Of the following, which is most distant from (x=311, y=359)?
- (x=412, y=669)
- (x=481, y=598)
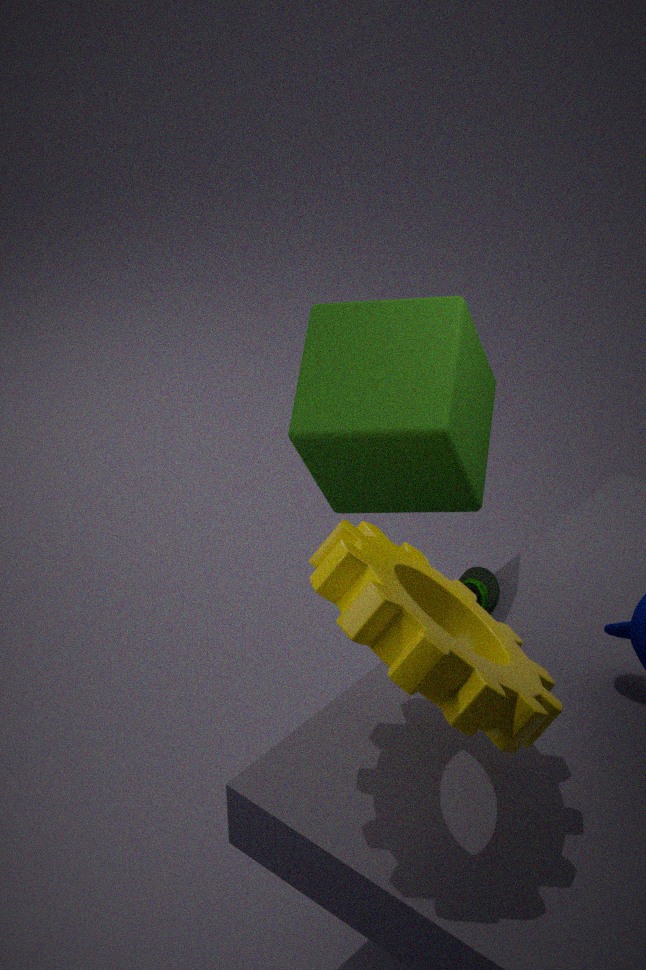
(x=412, y=669)
